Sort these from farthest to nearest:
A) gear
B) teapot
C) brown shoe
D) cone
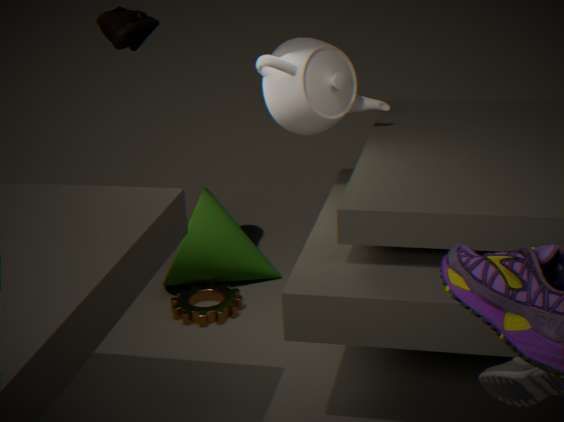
cone
gear
brown shoe
teapot
